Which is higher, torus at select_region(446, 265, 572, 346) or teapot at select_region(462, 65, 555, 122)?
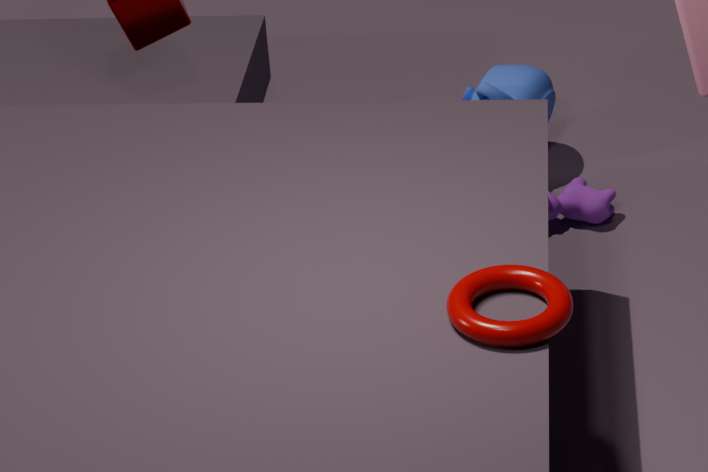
torus at select_region(446, 265, 572, 346)
